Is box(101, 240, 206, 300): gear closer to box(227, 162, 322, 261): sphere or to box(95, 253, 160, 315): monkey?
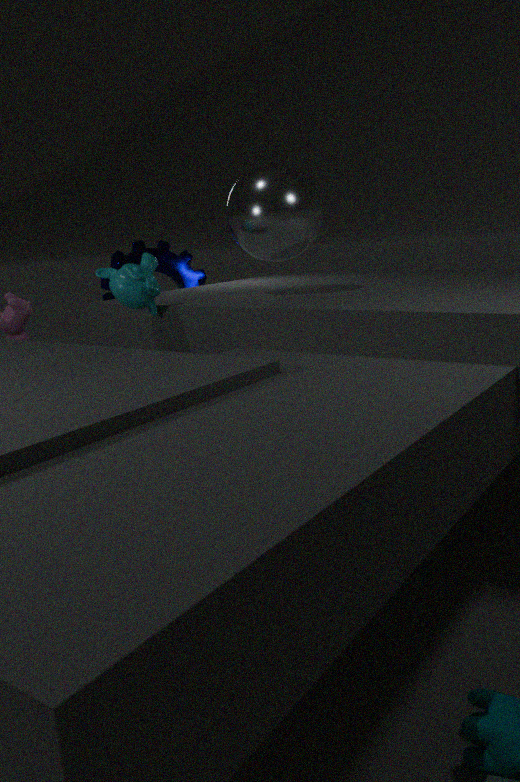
box(227, 162, 322, 261): sphere
